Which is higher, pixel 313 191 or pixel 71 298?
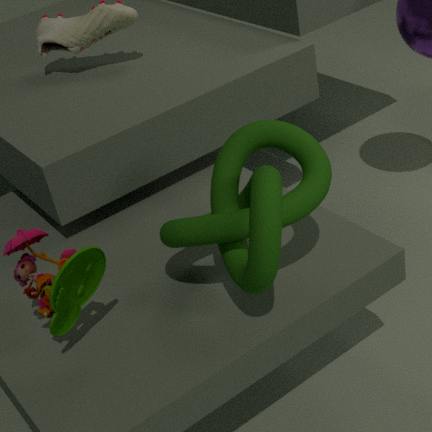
pixel 313 191
